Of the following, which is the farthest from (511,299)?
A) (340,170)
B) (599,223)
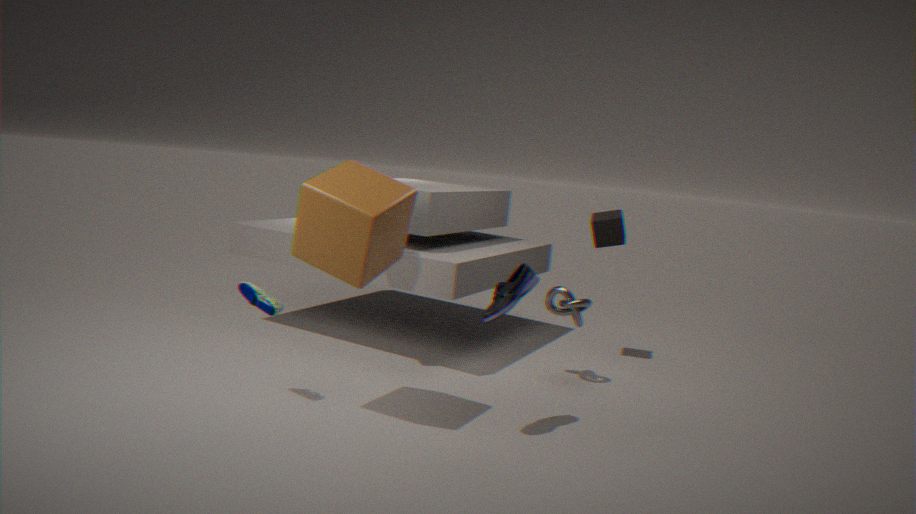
(599,223)
